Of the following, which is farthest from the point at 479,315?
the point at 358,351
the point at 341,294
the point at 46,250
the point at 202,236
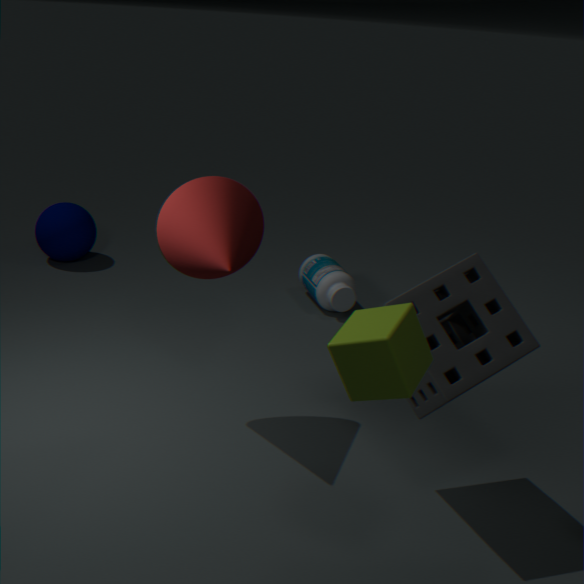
the point at 46,250
